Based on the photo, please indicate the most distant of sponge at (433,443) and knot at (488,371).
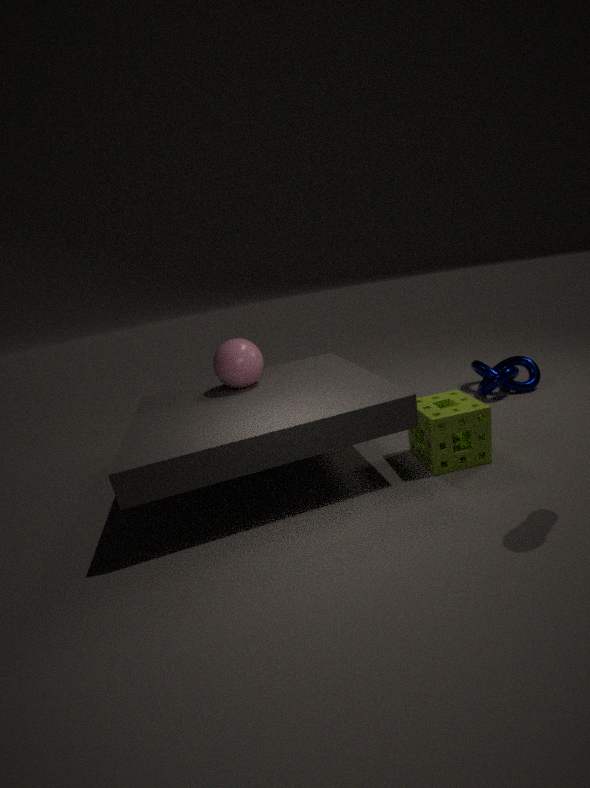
knot at (488,371)
